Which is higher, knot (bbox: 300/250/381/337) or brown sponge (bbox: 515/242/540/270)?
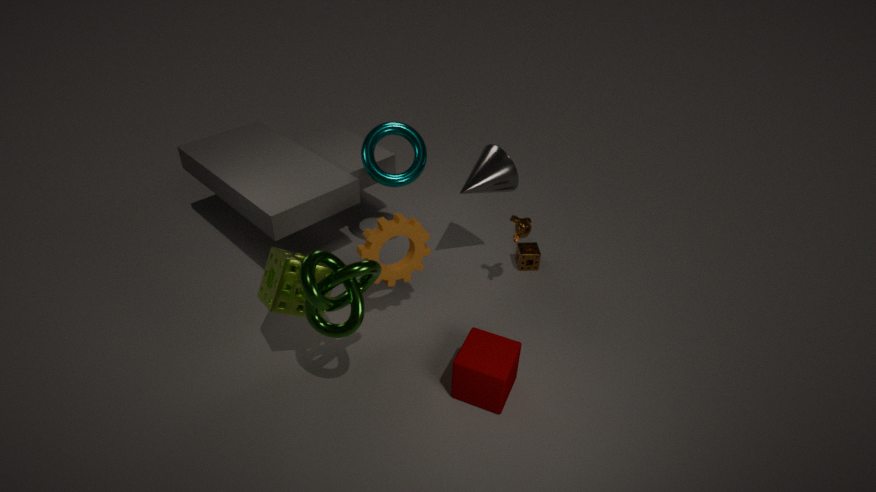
knot (bbox: 300/250/381/337)
